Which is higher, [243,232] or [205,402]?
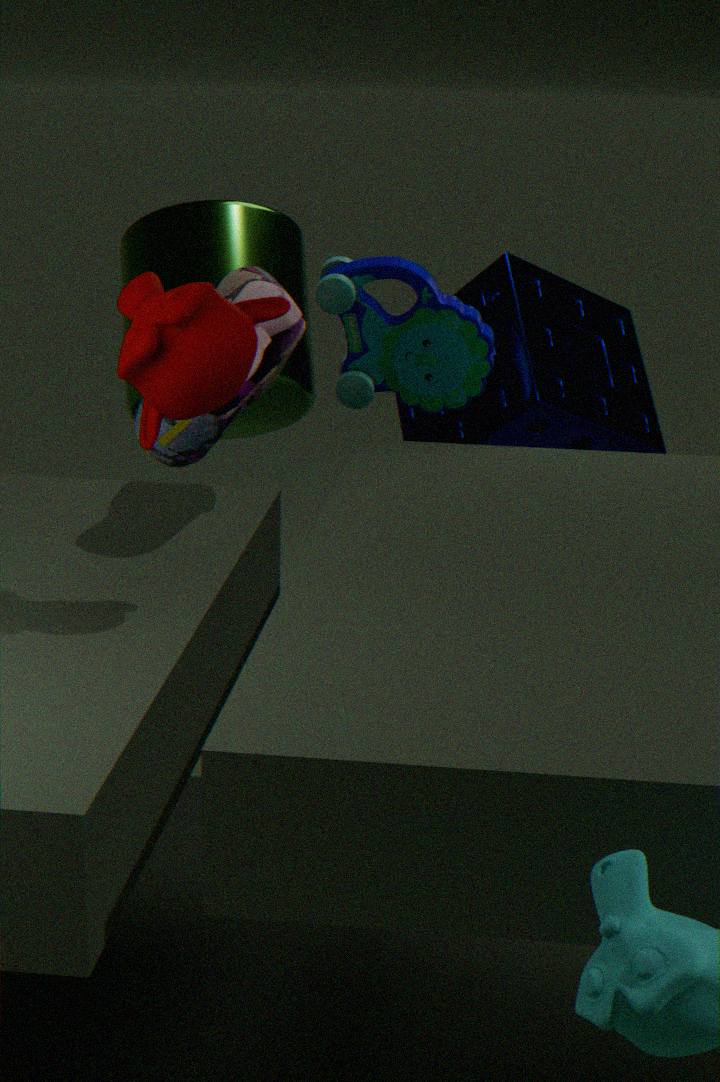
[205,402]
